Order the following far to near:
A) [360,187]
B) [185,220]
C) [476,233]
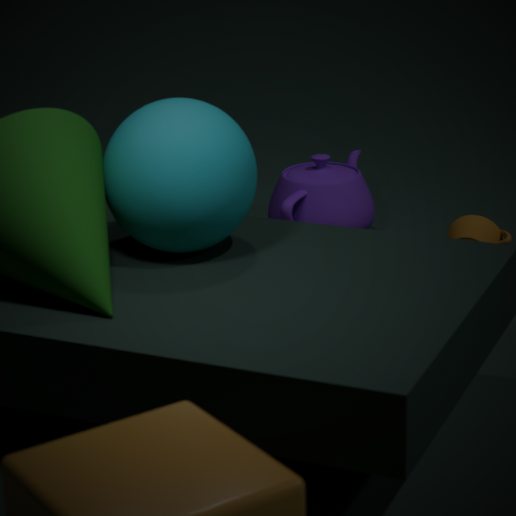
[360,187]
[476,233]
[185,220]
